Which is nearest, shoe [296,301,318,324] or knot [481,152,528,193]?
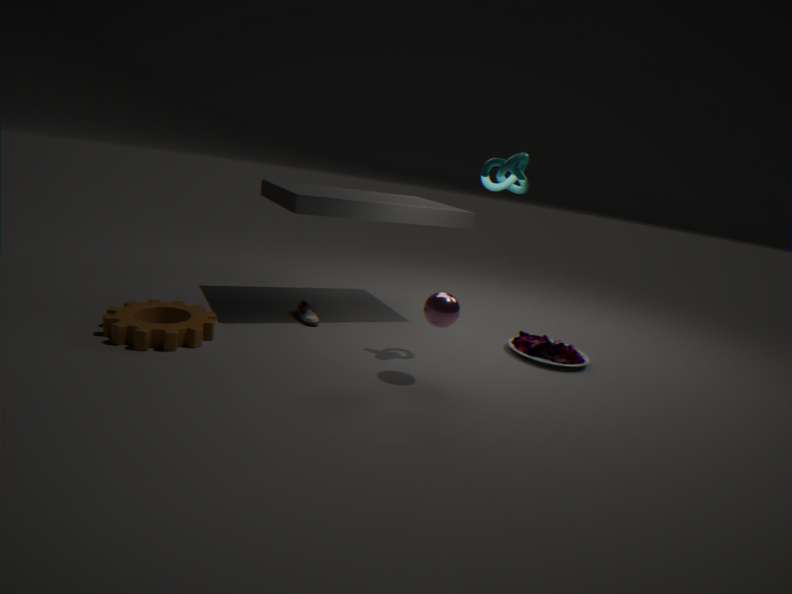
knot [481,152,528,193]
